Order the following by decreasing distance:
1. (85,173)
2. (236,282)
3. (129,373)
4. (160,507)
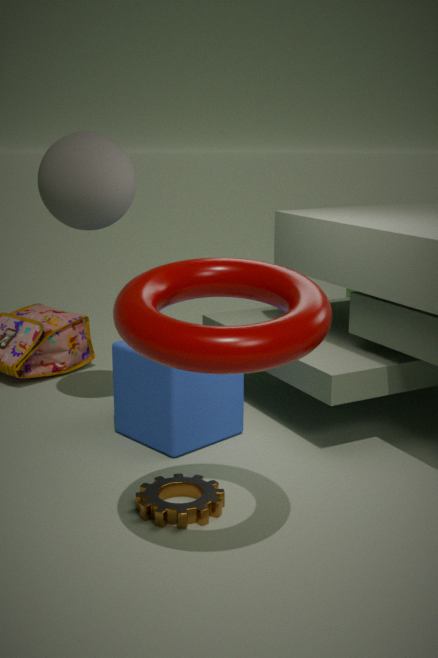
(129,373) → (85,173) → (160,507) → (236,282)
